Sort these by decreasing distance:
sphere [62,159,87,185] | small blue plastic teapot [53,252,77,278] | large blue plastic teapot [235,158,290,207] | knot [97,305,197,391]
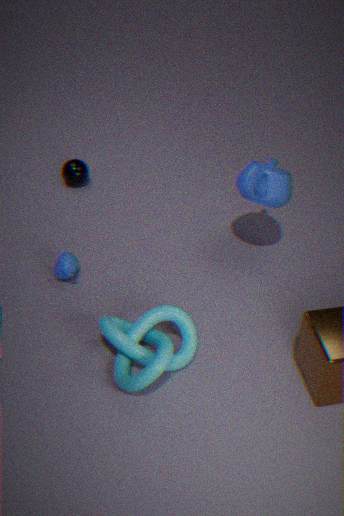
sphere [62,159,87,185]
small blue plastic teapot [53,252,77,278]
large blue plastic teapot [235,158,290,207]
knot [97,305,197,391]
